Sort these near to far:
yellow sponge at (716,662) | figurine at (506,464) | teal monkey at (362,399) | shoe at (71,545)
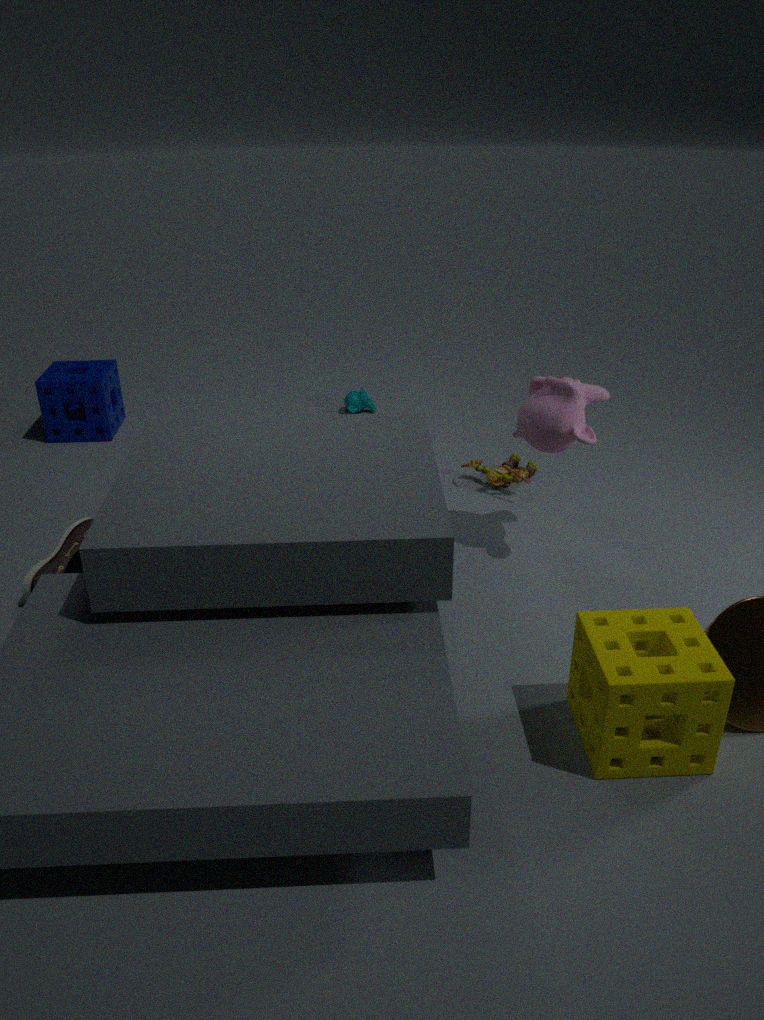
yellow sponge at (716,662), shoe at (71,545), figurine at (506,464), teal monkey at (362,399)
